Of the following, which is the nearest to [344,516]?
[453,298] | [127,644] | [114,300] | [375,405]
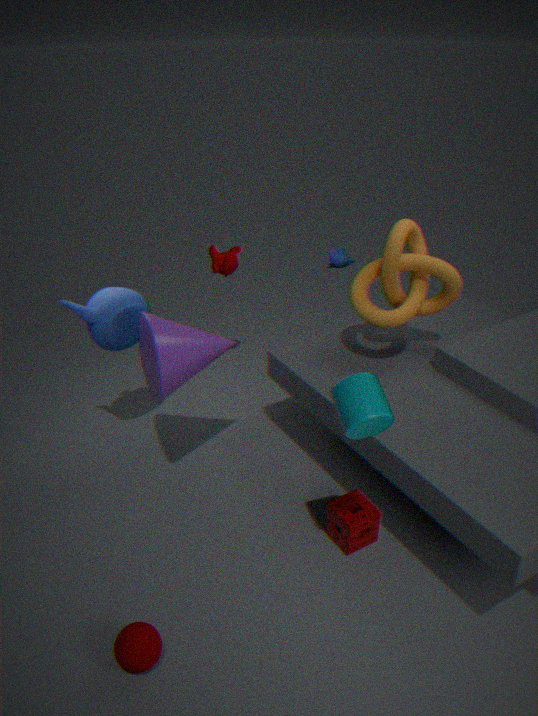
[375,405]
